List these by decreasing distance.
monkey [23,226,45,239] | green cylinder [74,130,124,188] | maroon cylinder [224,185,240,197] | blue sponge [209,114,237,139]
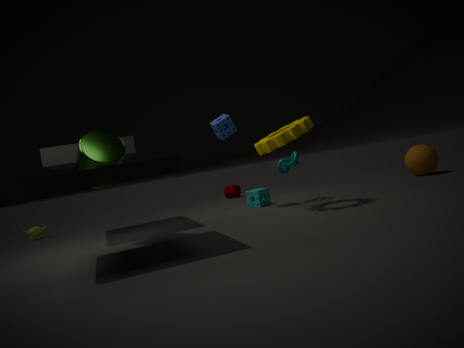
maroon cylinder [224,185,240,197], monkey [23,226,45,239], blue sponge [209,114,237,139], green cylinder [74,130,124,188]
